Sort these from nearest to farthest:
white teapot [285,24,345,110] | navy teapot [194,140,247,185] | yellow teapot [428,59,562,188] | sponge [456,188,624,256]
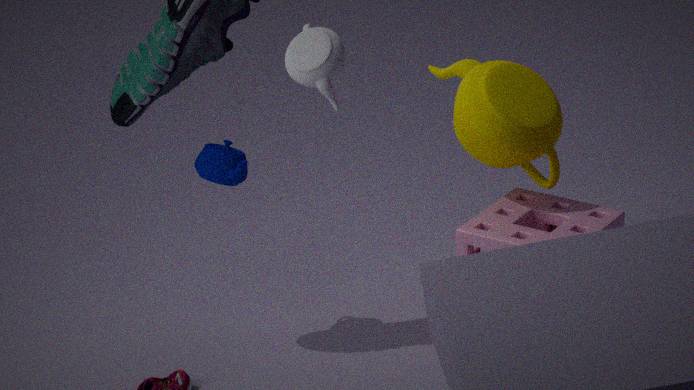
1. white teapot [285,24,345,110]
2. sponge [456,188,624,256]
3. yellow teapot [428,59,562,188]
4. navy teapot [194,140,247,185]
